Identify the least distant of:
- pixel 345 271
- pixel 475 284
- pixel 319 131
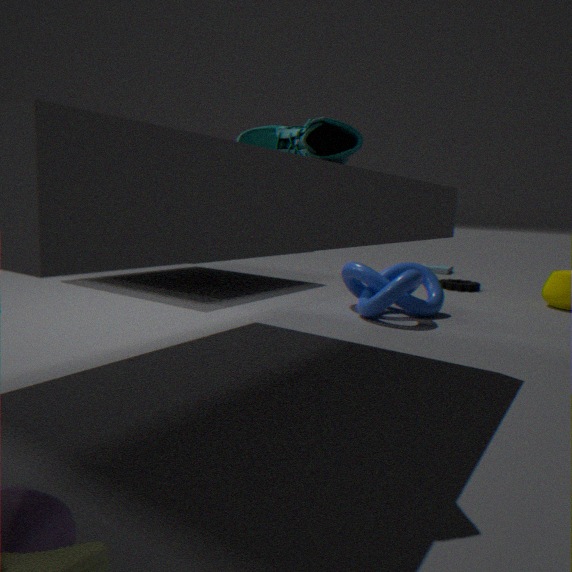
pixel 319 131
